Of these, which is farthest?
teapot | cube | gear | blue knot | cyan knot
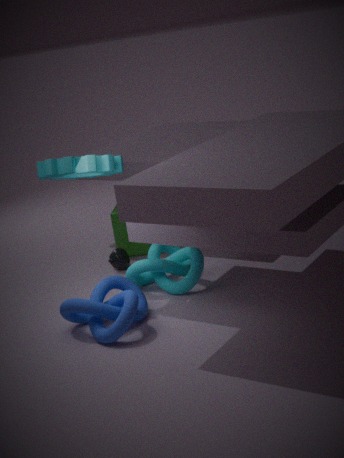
cube
